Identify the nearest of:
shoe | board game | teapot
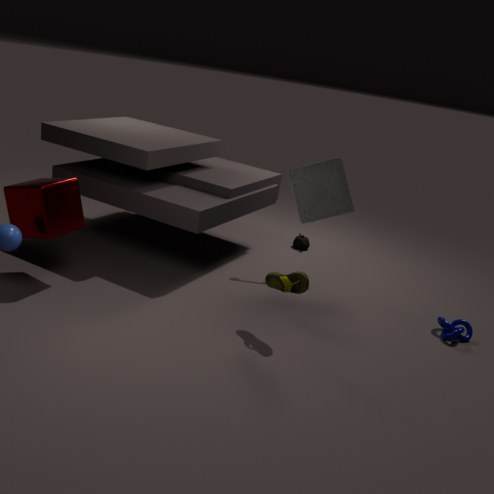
shoe
